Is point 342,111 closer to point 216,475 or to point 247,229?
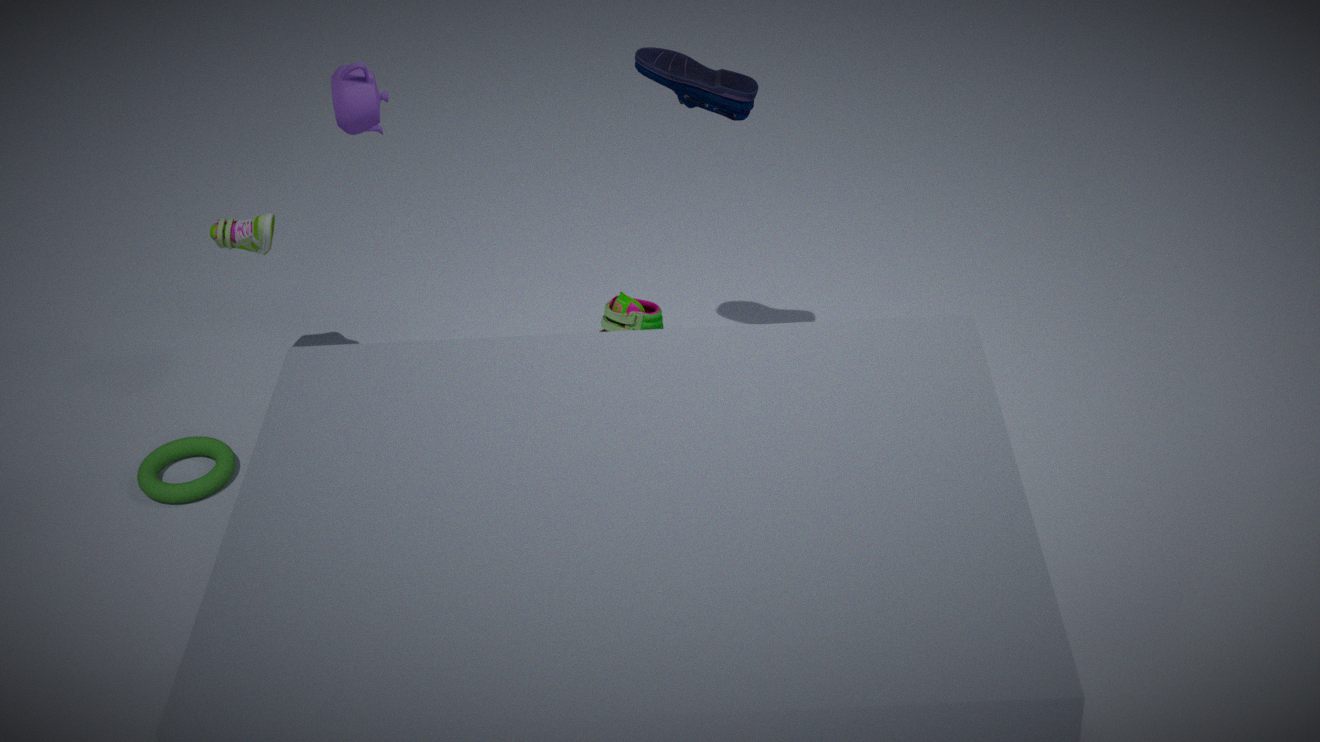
point 247,229
